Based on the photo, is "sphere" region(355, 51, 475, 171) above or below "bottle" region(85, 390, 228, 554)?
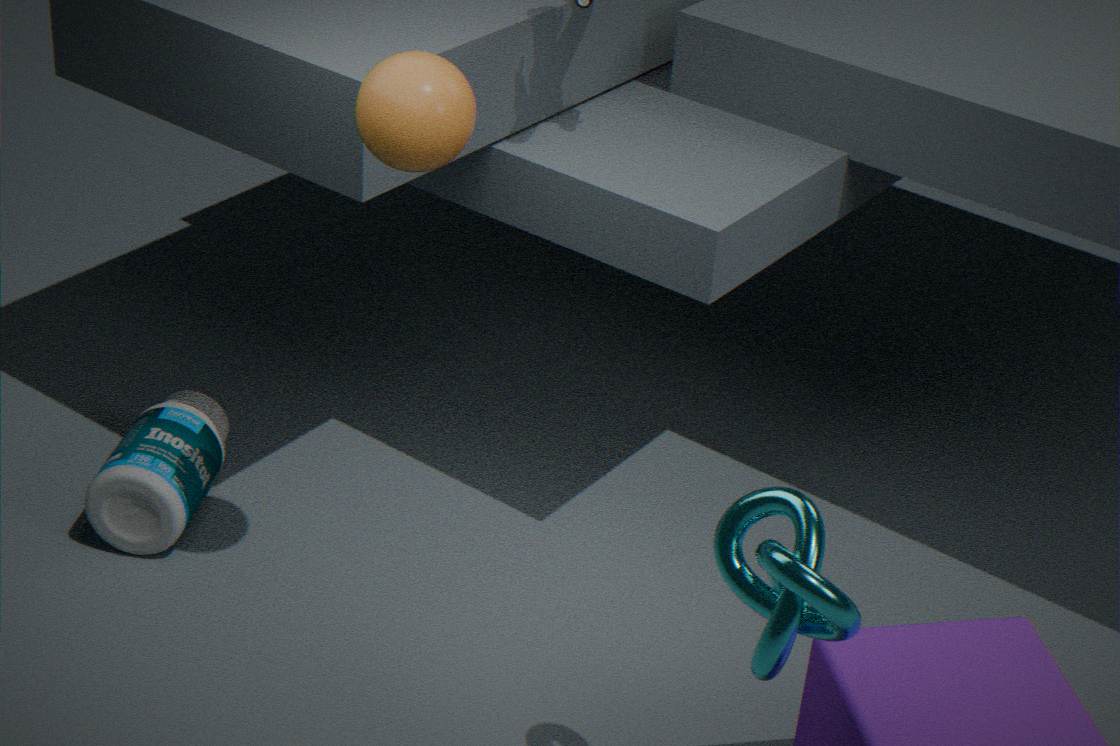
above
